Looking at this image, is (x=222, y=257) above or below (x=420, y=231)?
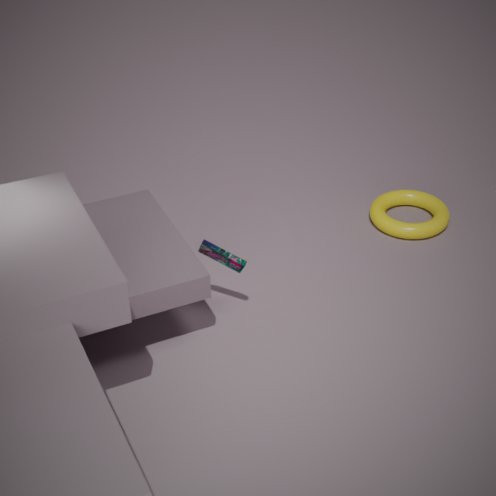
above
